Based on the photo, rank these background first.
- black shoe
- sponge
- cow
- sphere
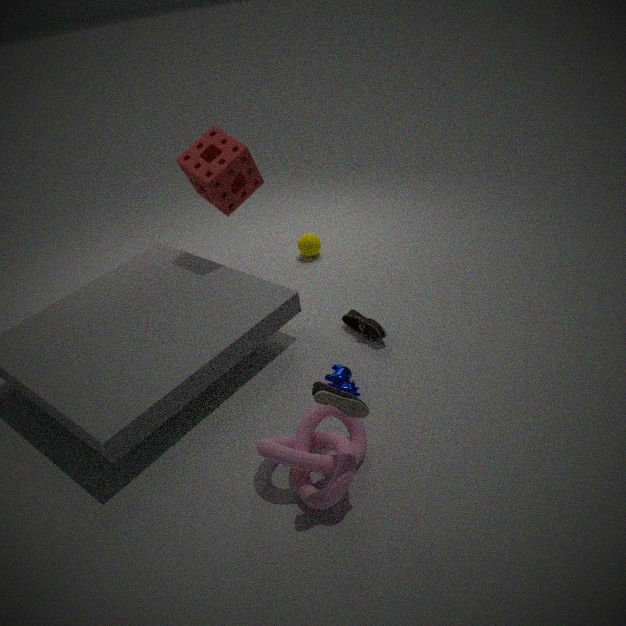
sphere < sponge < cow < black shoe
